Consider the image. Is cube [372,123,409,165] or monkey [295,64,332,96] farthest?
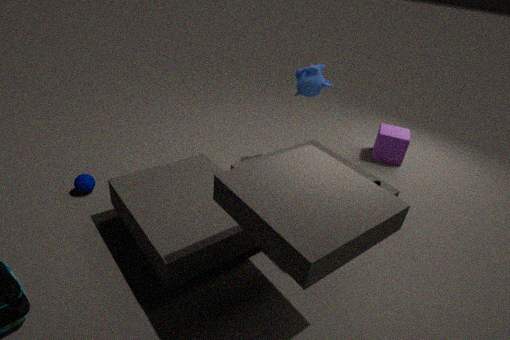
cube [372,123,409,165]
